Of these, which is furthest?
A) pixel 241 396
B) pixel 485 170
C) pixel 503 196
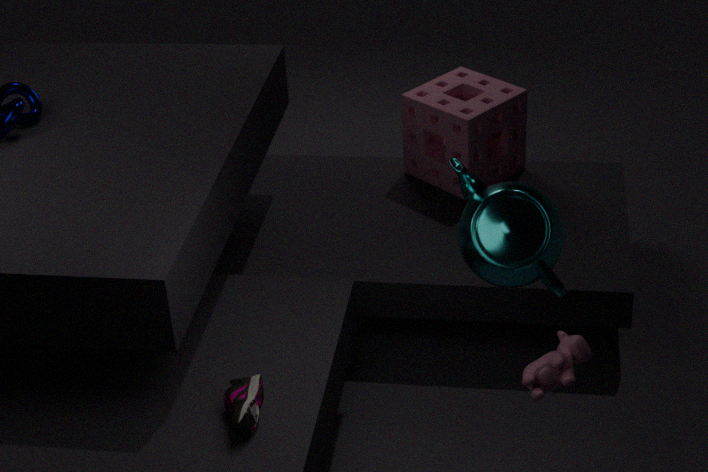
pixel 485 170
